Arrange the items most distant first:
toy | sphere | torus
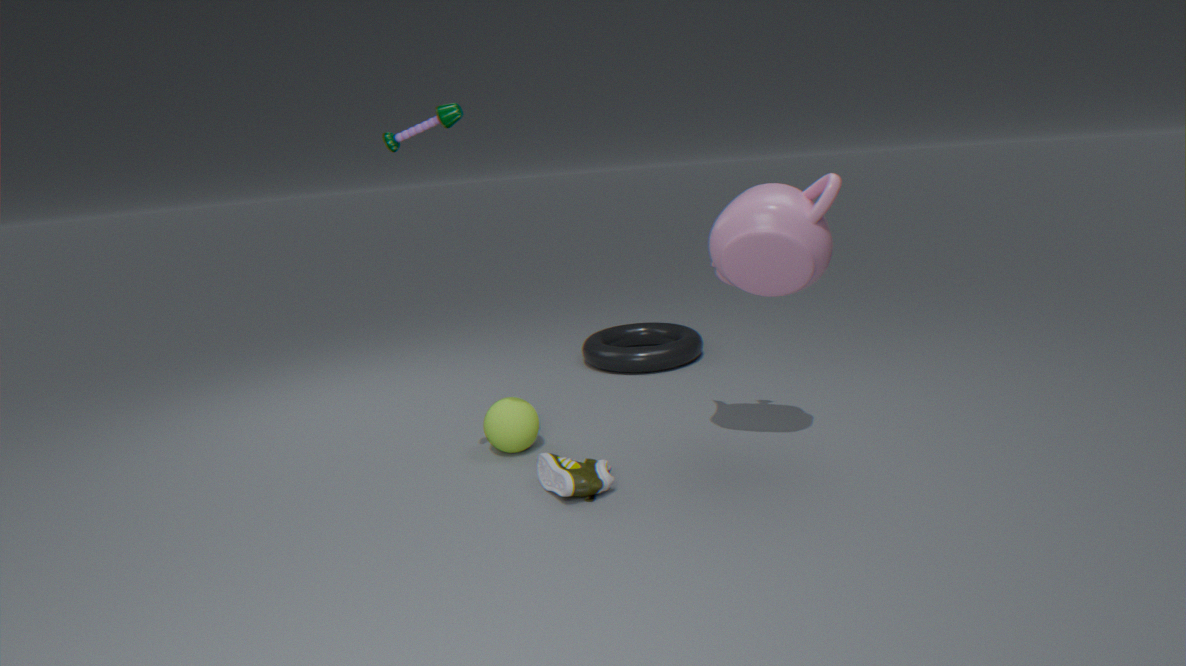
torus < sphere < toy
